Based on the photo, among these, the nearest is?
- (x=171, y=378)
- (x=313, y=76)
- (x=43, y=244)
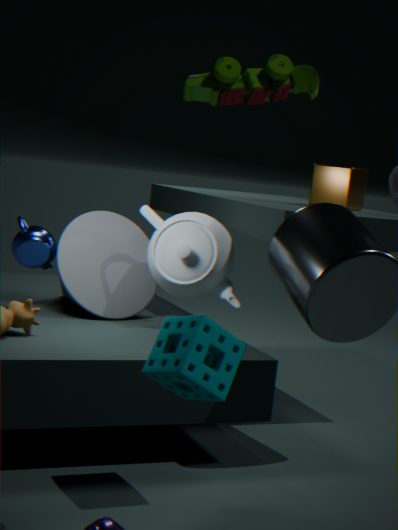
(x=313, y=76)
